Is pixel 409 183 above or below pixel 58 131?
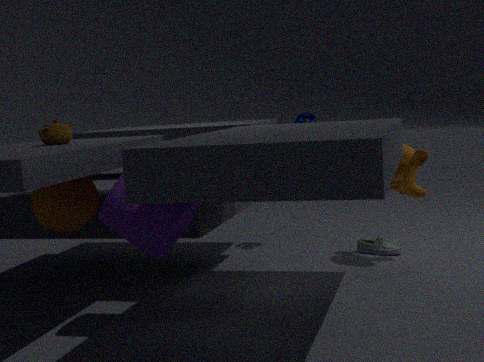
below
